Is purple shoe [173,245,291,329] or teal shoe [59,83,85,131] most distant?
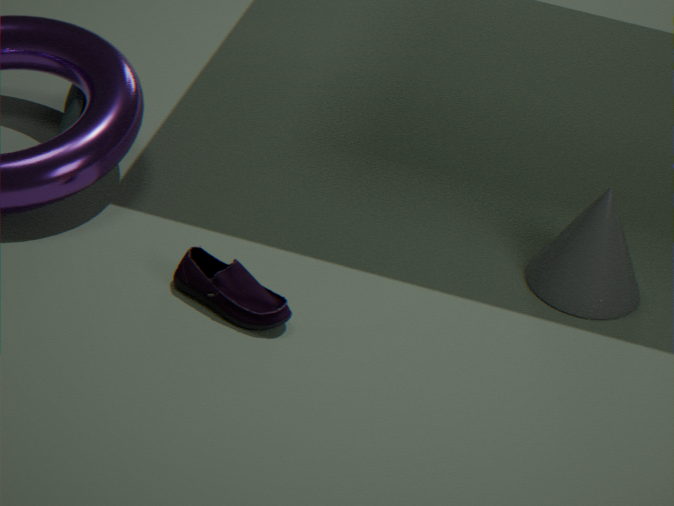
teal shoe [59,83,85,131]
